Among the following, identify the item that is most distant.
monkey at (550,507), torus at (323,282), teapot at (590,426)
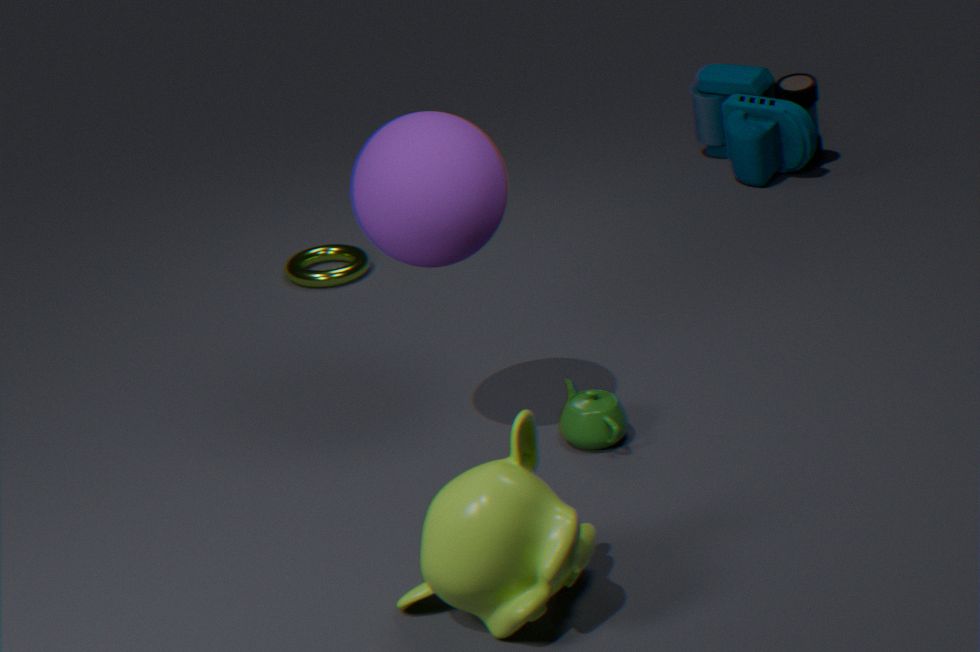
torus at (323,282)
